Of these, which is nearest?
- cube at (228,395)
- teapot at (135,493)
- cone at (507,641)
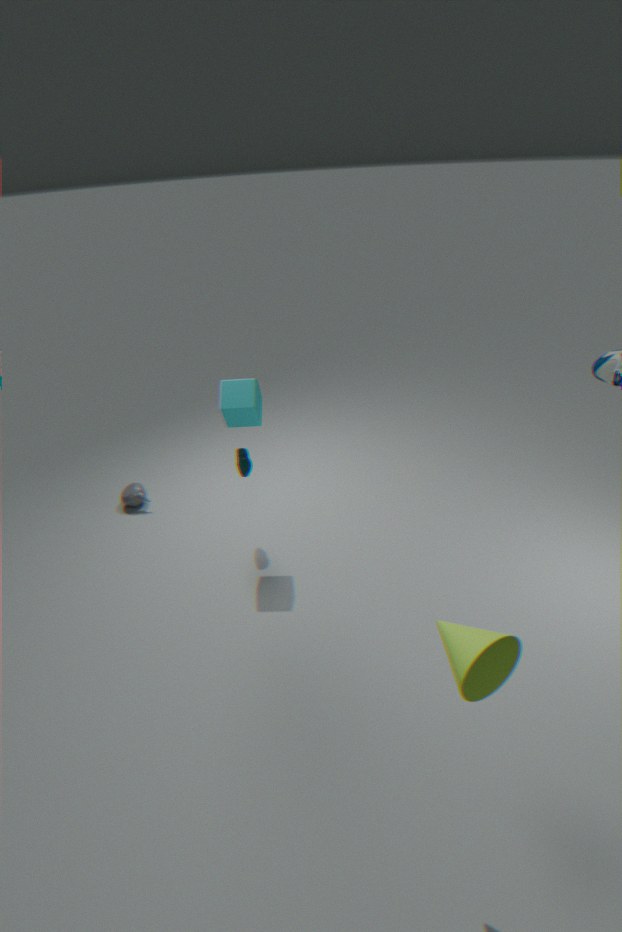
cone at (507,641)
